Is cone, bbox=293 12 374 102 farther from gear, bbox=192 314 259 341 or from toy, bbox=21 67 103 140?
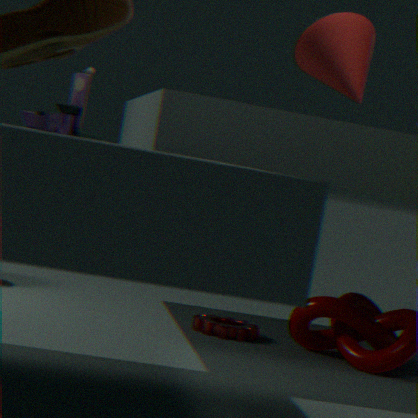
gear, bbox=192 314 259 341
